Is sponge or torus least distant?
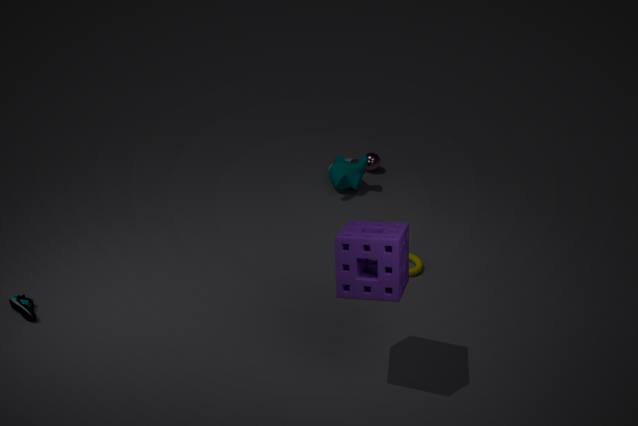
sponge
